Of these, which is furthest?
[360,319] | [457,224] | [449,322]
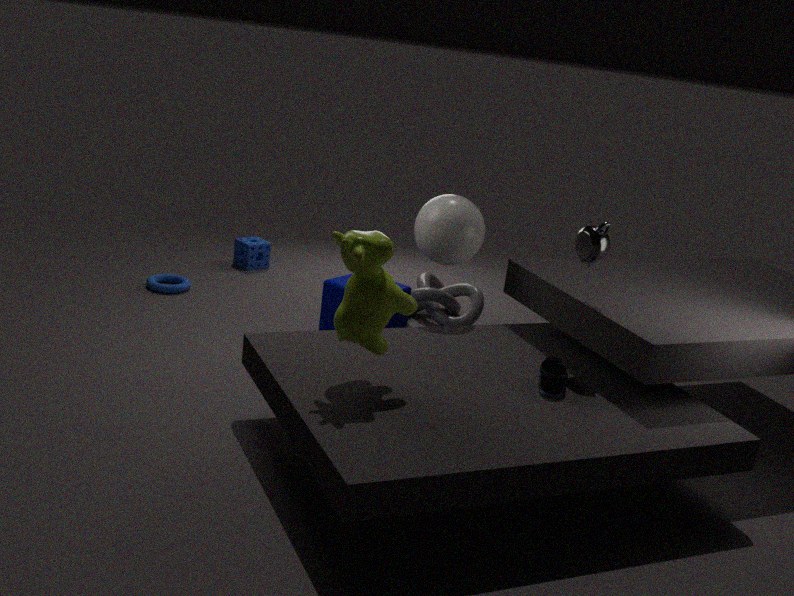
[449,322]
